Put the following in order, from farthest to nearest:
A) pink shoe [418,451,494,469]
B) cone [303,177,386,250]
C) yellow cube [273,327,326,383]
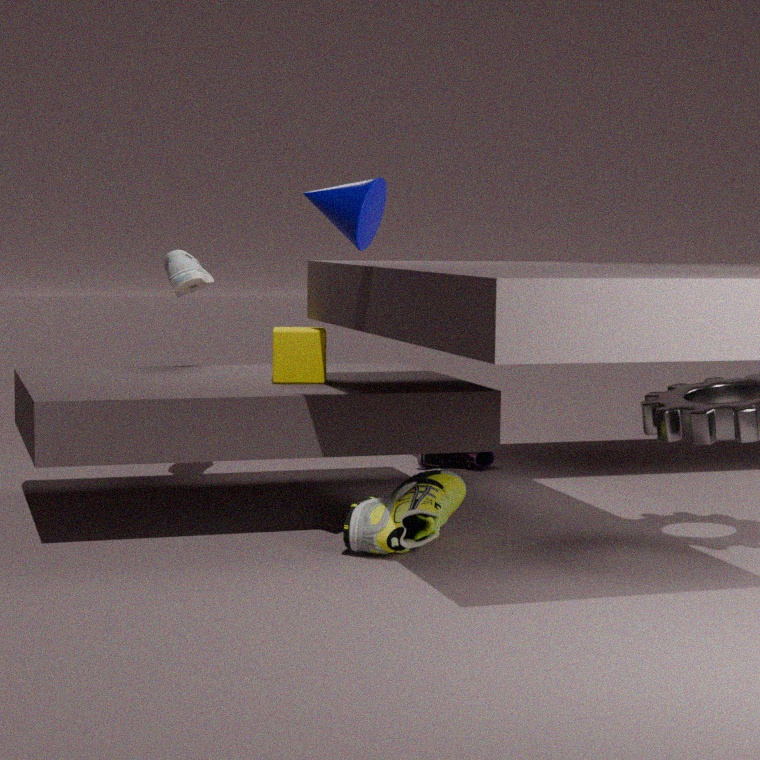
1. pink shoe [418,451,494,469]
2. yellow cube [273,327,326,383]
3. cone [303,177,386,250]
